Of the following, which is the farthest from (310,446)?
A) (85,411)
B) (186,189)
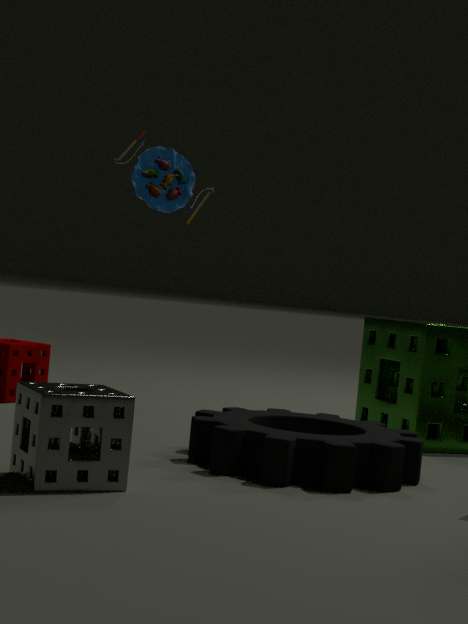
(186,189)
